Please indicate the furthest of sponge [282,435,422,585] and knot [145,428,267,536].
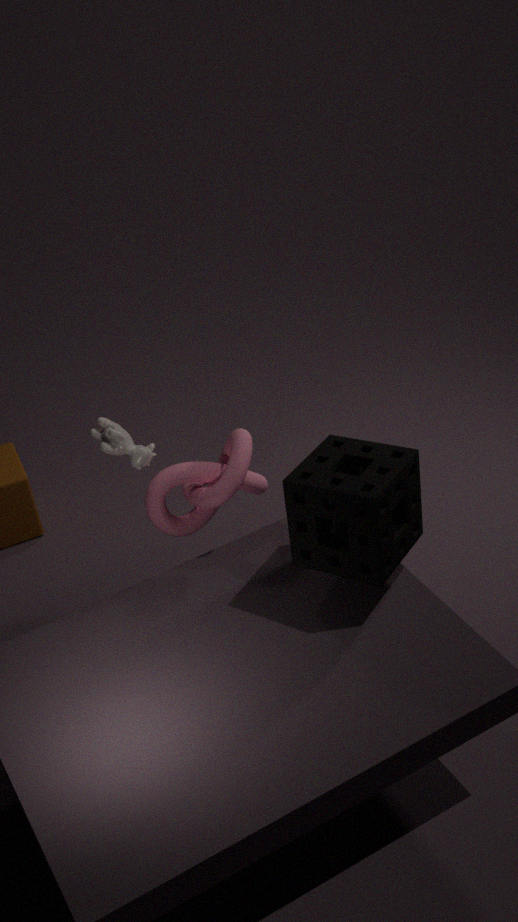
knot [145,428,267,536]
